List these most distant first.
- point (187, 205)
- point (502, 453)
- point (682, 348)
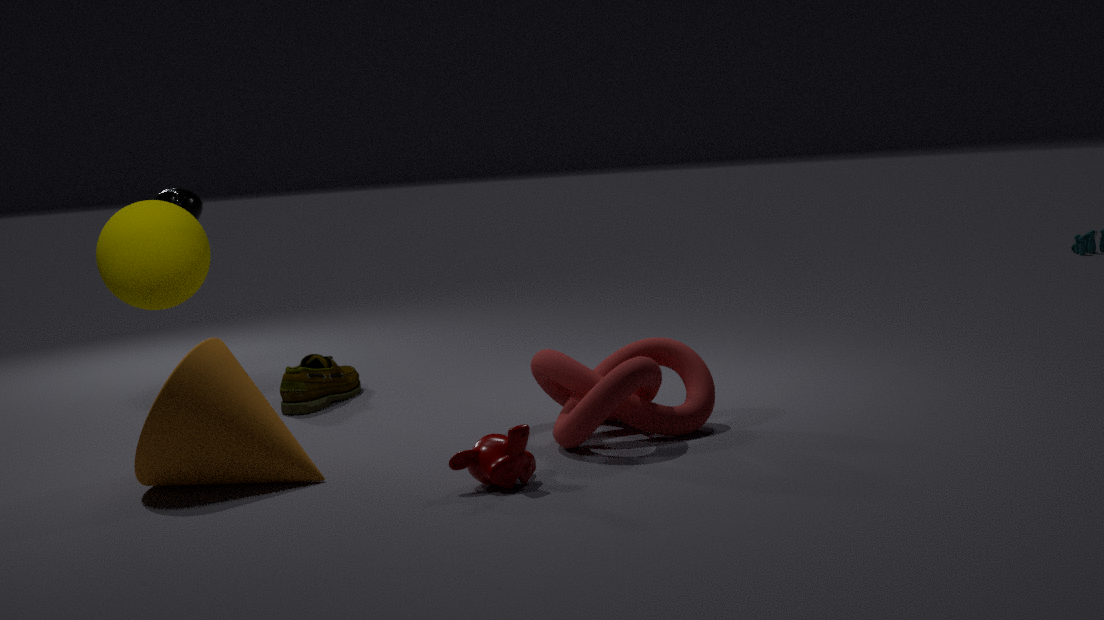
point (187, 205) < point (682, 348) < point (502, 453)
